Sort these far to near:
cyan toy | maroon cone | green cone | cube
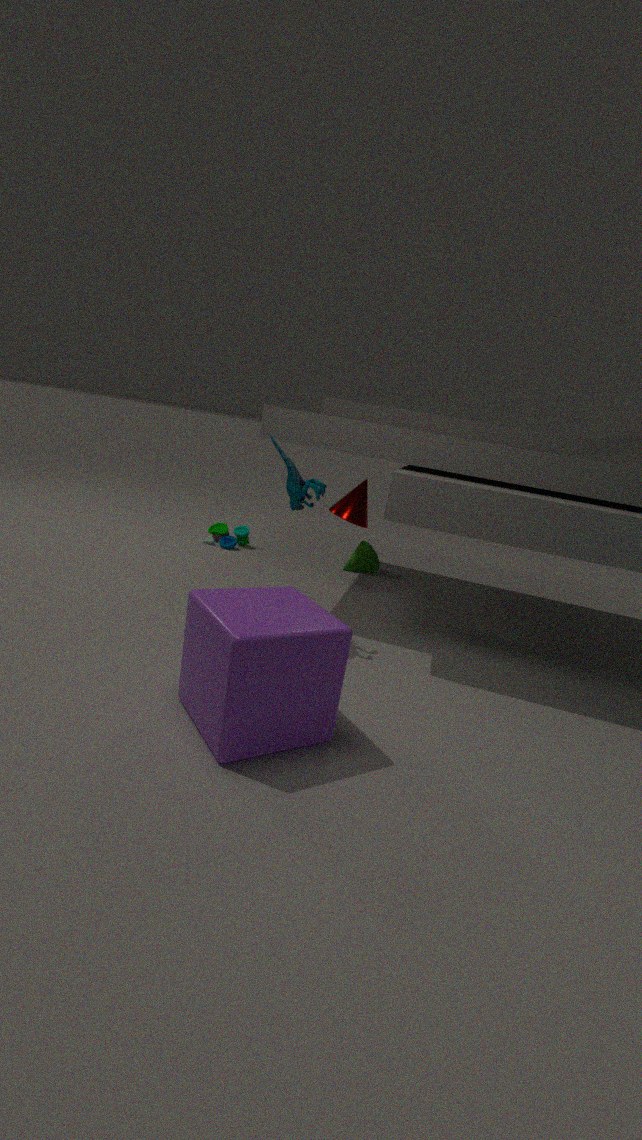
green cone → maroon cone → cyan toy → cube
